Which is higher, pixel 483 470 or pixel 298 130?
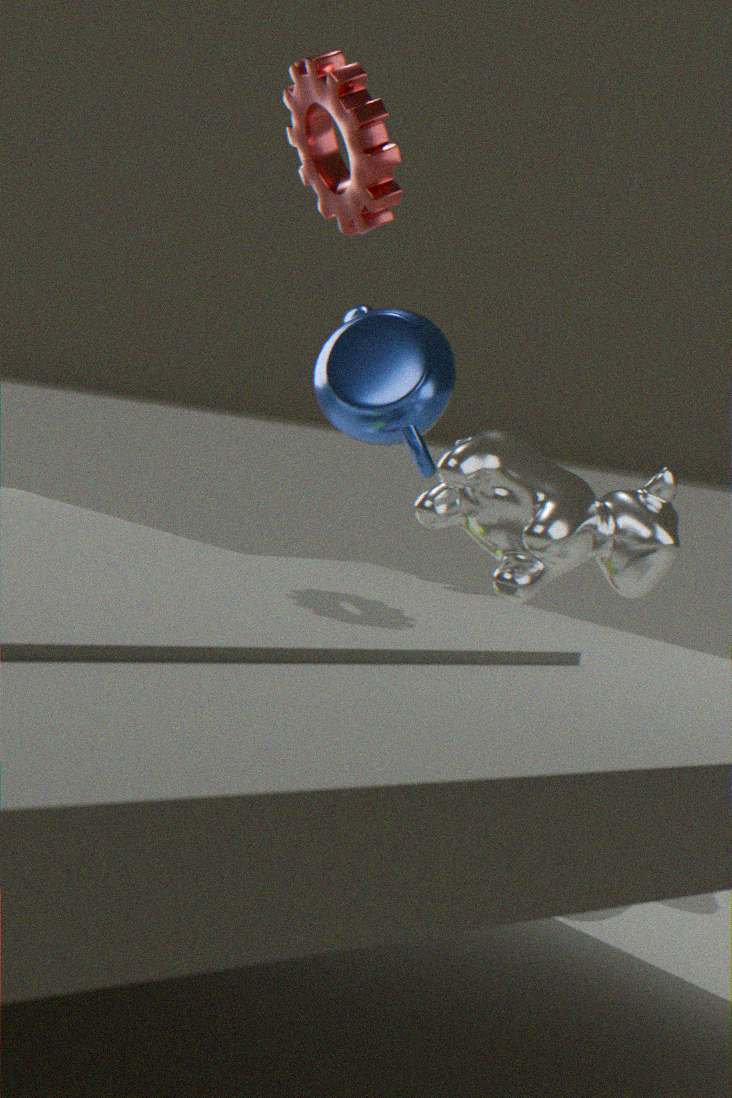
pixel 298 130
